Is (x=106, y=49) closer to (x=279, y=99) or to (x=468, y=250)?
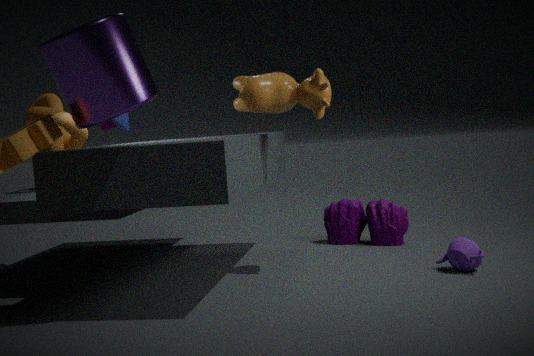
(x=279, y=99)
